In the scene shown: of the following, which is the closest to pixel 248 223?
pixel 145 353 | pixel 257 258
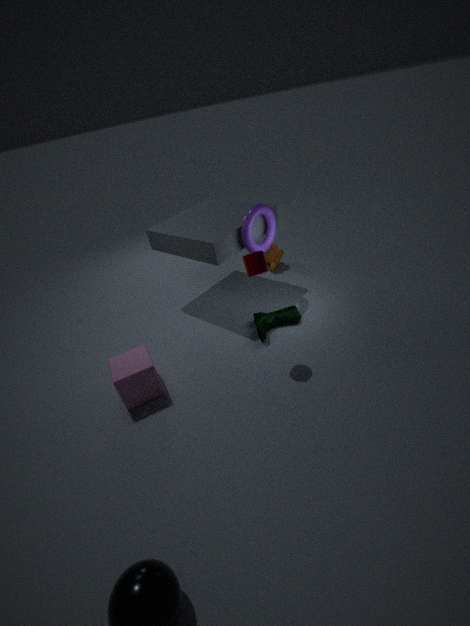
pixel 257 258
